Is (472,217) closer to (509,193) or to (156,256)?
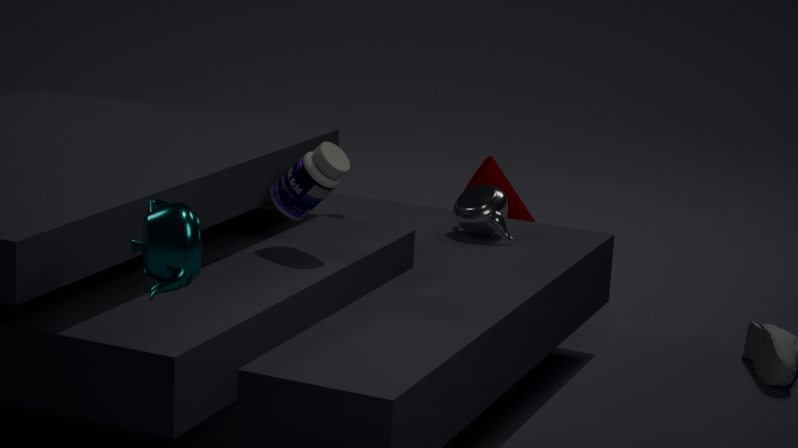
(509,193)
